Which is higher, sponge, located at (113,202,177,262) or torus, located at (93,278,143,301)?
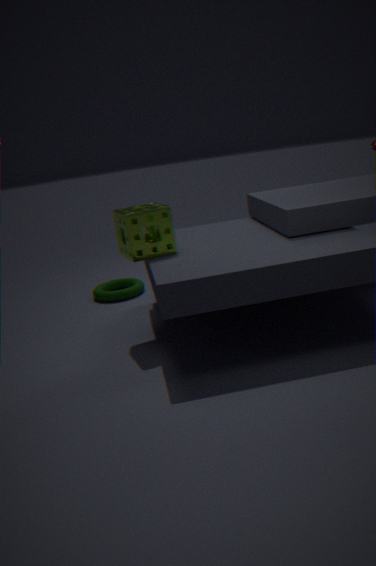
sponge, located at (113,202,177,262)
